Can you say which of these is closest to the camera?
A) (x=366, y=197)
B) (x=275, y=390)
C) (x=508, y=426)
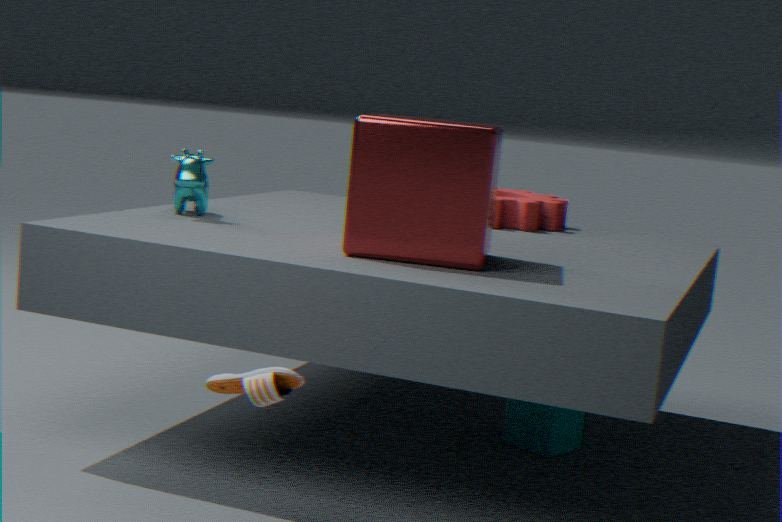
(x=275, y=390)
